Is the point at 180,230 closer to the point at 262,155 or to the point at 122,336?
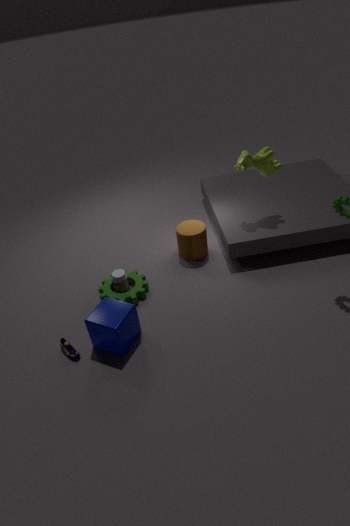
the point at 262,155
